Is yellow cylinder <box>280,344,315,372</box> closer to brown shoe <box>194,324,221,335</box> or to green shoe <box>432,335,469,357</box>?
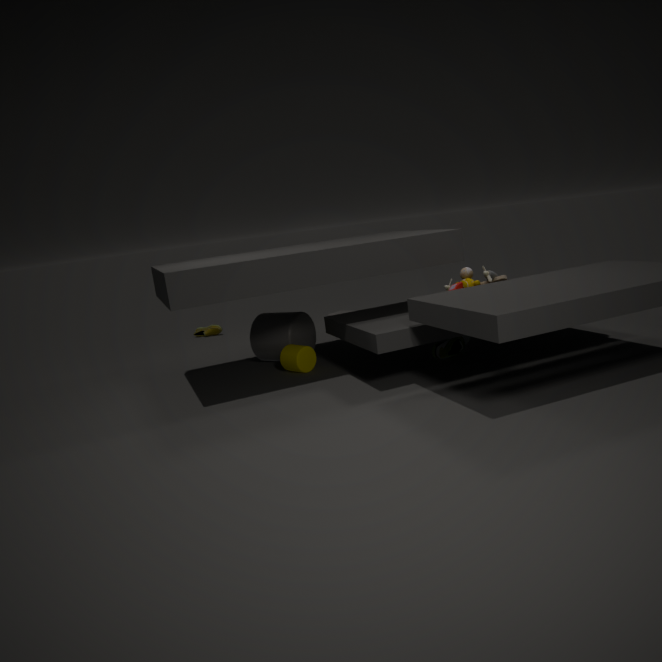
green shoe <box>432,335,469,357</box>
